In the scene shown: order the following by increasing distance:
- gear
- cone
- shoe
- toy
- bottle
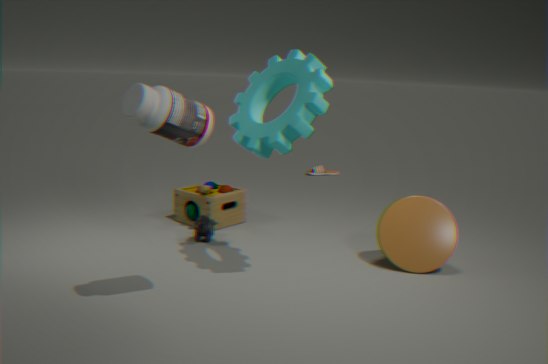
1. bottle
2. gear
3. cone
4. toy
5. shoe
